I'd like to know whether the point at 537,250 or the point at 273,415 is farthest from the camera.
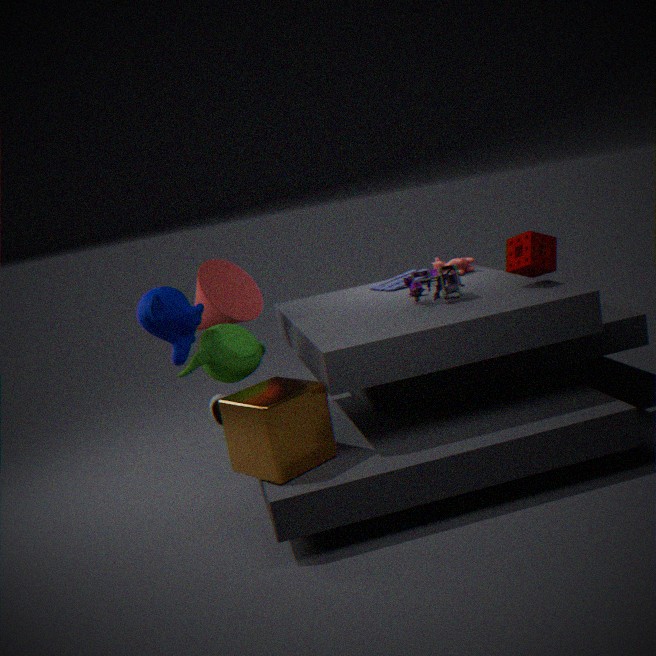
the point at 537,250
